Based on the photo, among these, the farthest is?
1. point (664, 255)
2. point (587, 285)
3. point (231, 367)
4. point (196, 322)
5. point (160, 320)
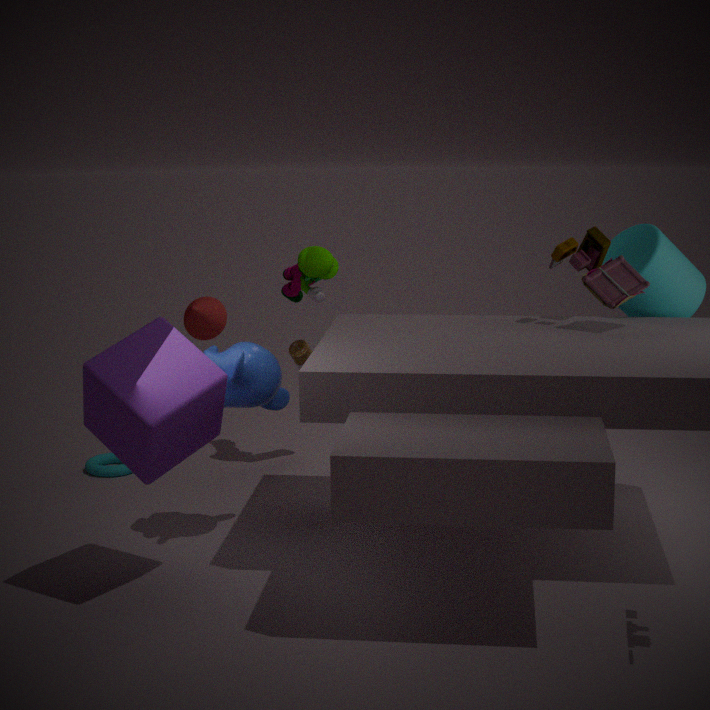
point (196, 322)
